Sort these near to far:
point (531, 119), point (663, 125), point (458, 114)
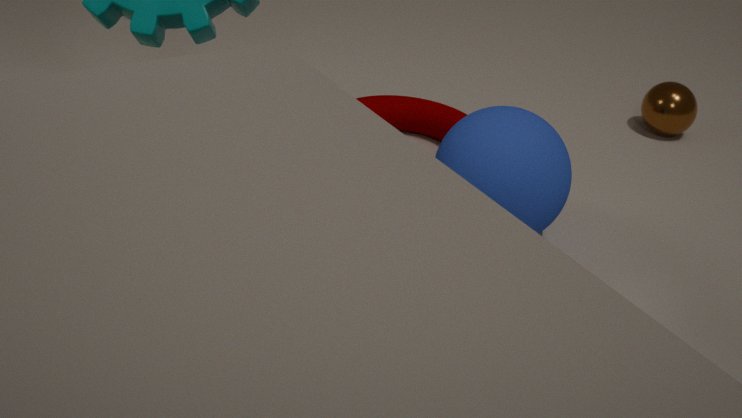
point (531, 119), point (458, 114), point (663, 125)
